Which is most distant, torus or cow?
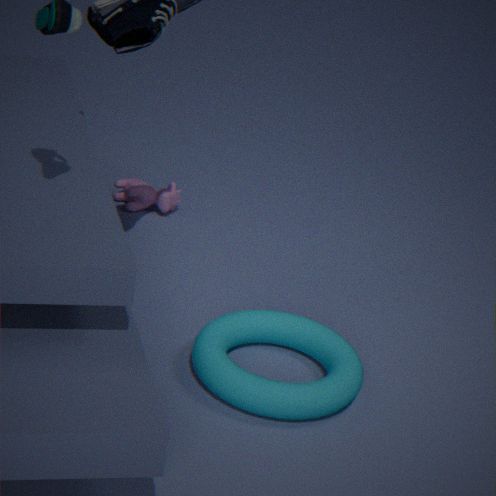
cow
